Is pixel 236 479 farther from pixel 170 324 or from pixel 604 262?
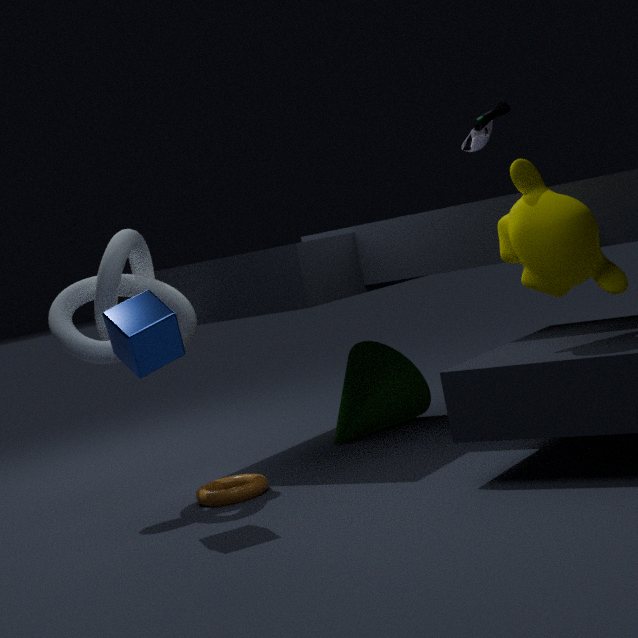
pixel 604 262
